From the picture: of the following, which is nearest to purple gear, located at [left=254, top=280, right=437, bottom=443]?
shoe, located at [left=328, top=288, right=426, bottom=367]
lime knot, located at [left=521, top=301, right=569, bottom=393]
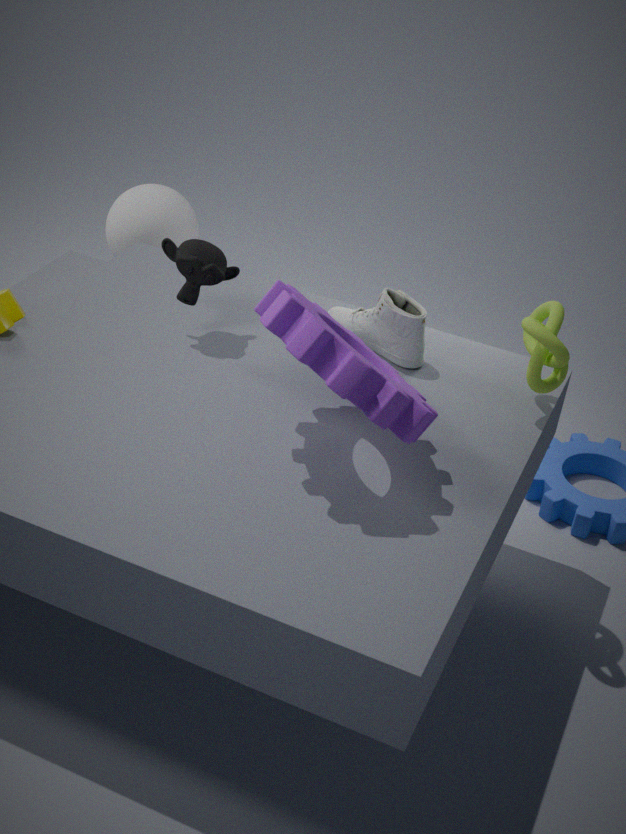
shoe, located at [left=328, top=288, right=426, bottom=367]
